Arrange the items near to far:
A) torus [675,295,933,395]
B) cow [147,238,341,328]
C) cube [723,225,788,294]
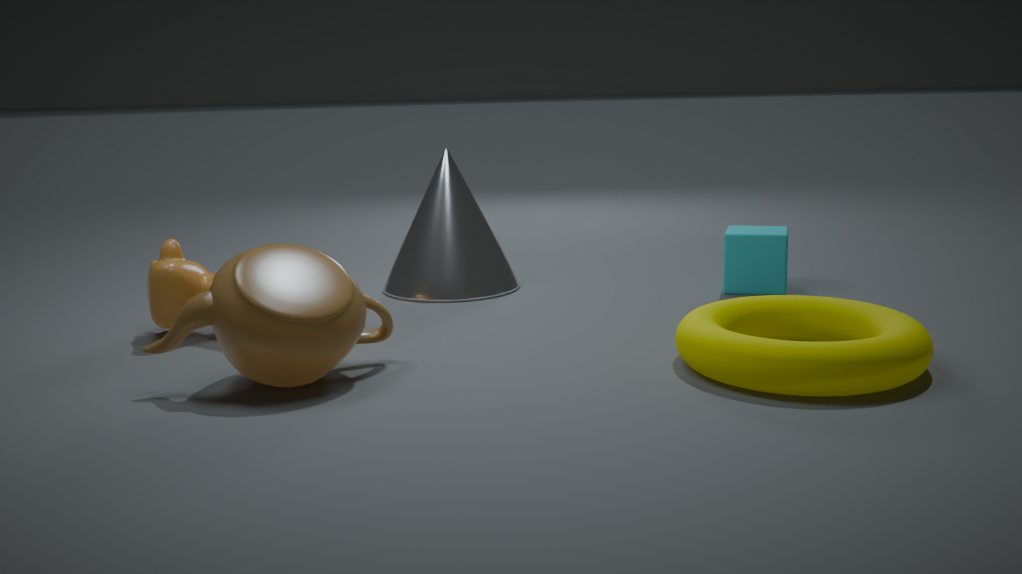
torus [675,295,933,395]
cow [147,238,341,328]
cube [723,225,788,294]
